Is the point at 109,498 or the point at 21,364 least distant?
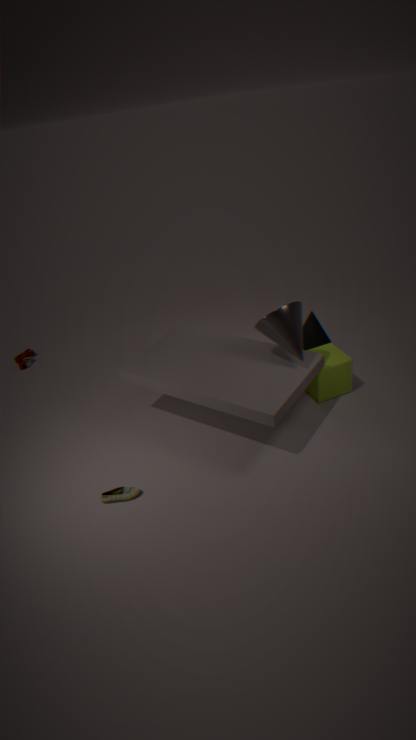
the point at 109,498
